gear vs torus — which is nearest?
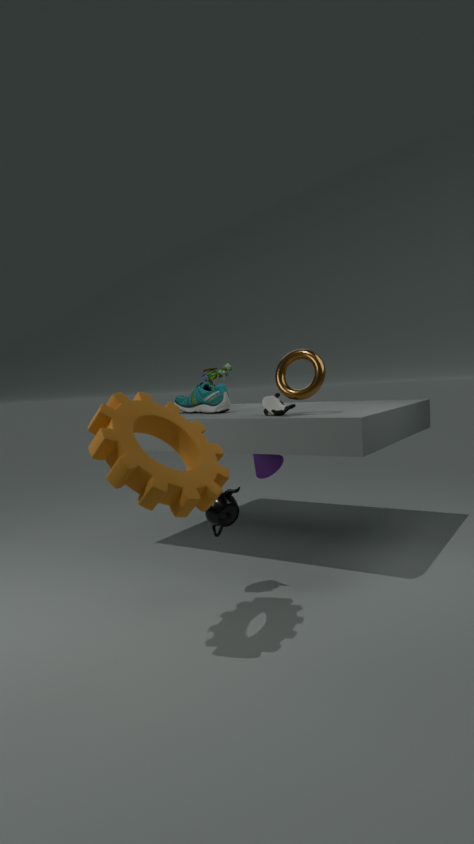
gear
